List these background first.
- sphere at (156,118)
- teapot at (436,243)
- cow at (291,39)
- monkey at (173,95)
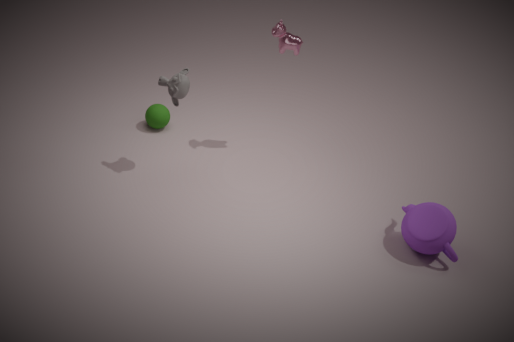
sphere at (156,118)
cow at (291,39)
monkey at (173,95)
teapot at (436,243)
